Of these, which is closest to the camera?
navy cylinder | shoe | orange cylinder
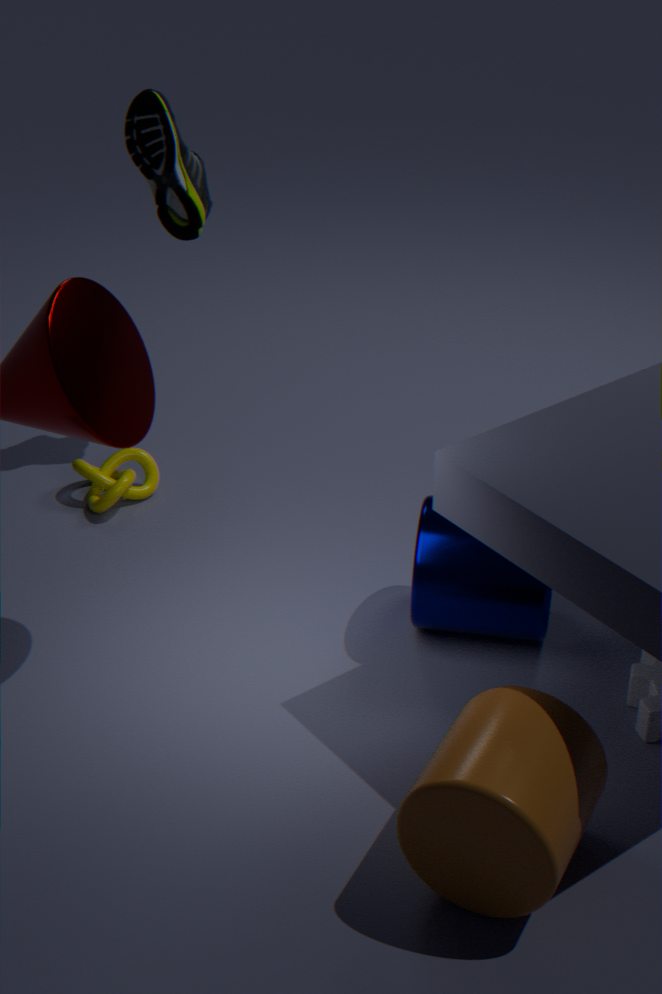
orange cylinder
